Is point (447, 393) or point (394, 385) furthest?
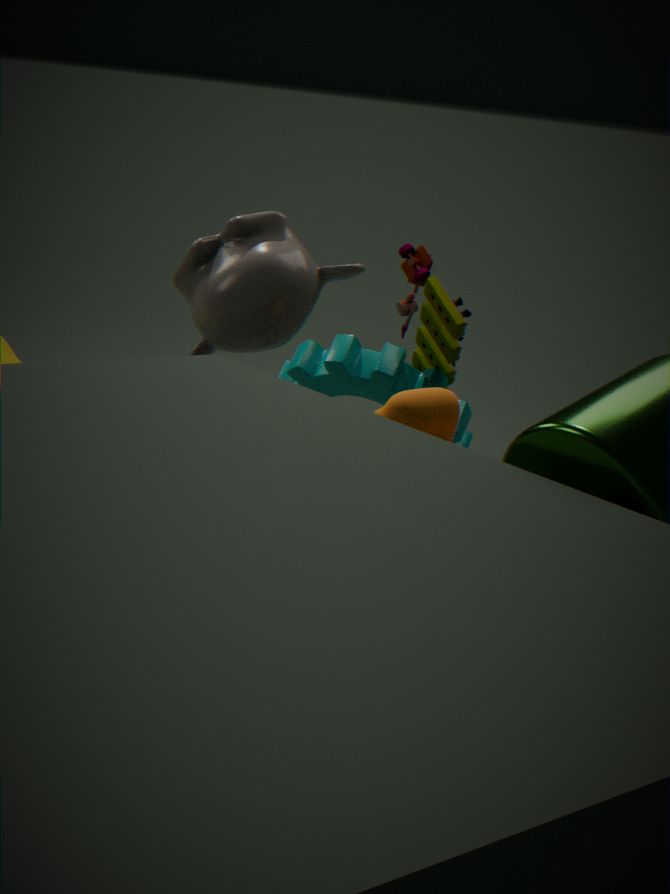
point (394, 385)
